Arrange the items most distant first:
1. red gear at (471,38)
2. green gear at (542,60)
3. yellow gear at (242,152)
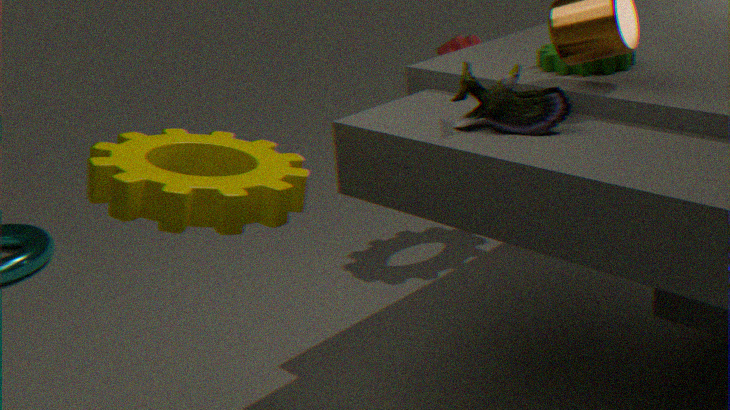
red gear at (471,38)
green gear at (542,60)
yellow gear at (242,152)
